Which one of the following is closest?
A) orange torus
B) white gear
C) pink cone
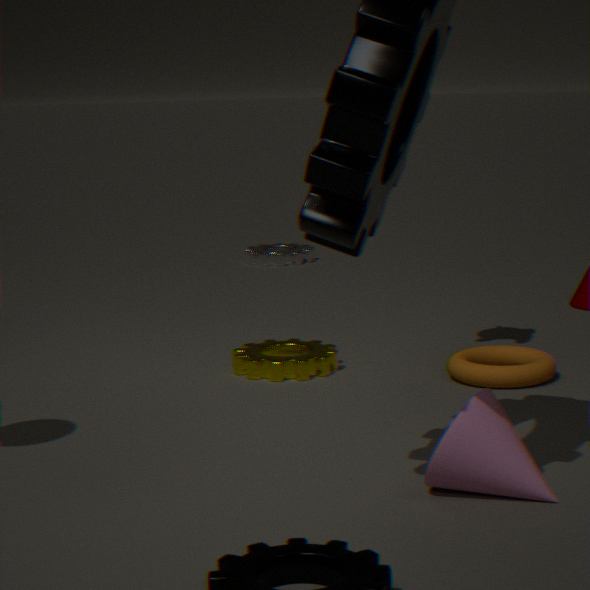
pink cone
